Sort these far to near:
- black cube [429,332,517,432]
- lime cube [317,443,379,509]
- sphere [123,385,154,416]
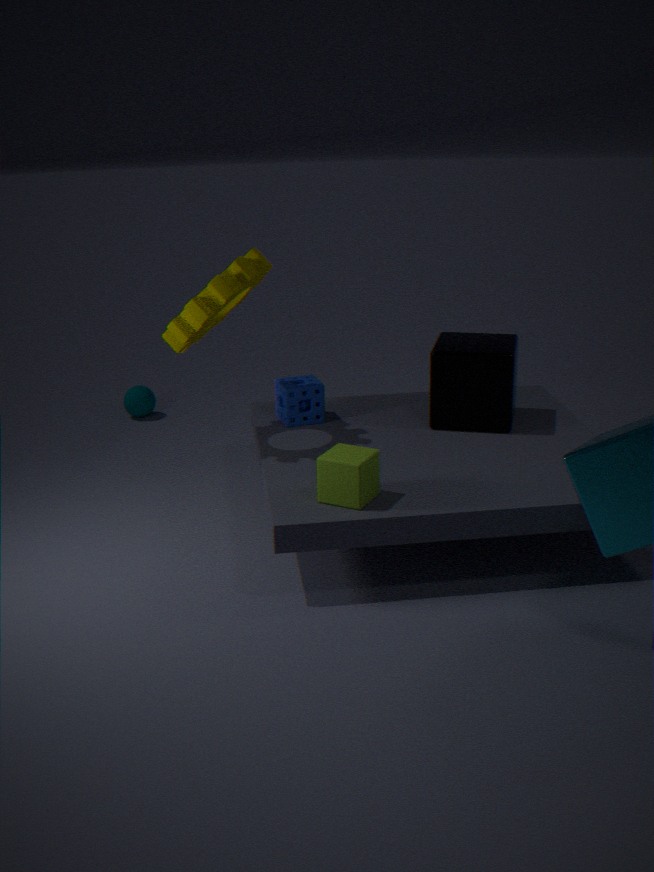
sphere [123,385,154,416] < black cube [429,332,517,432] < lime cube [317,443,379,509]
